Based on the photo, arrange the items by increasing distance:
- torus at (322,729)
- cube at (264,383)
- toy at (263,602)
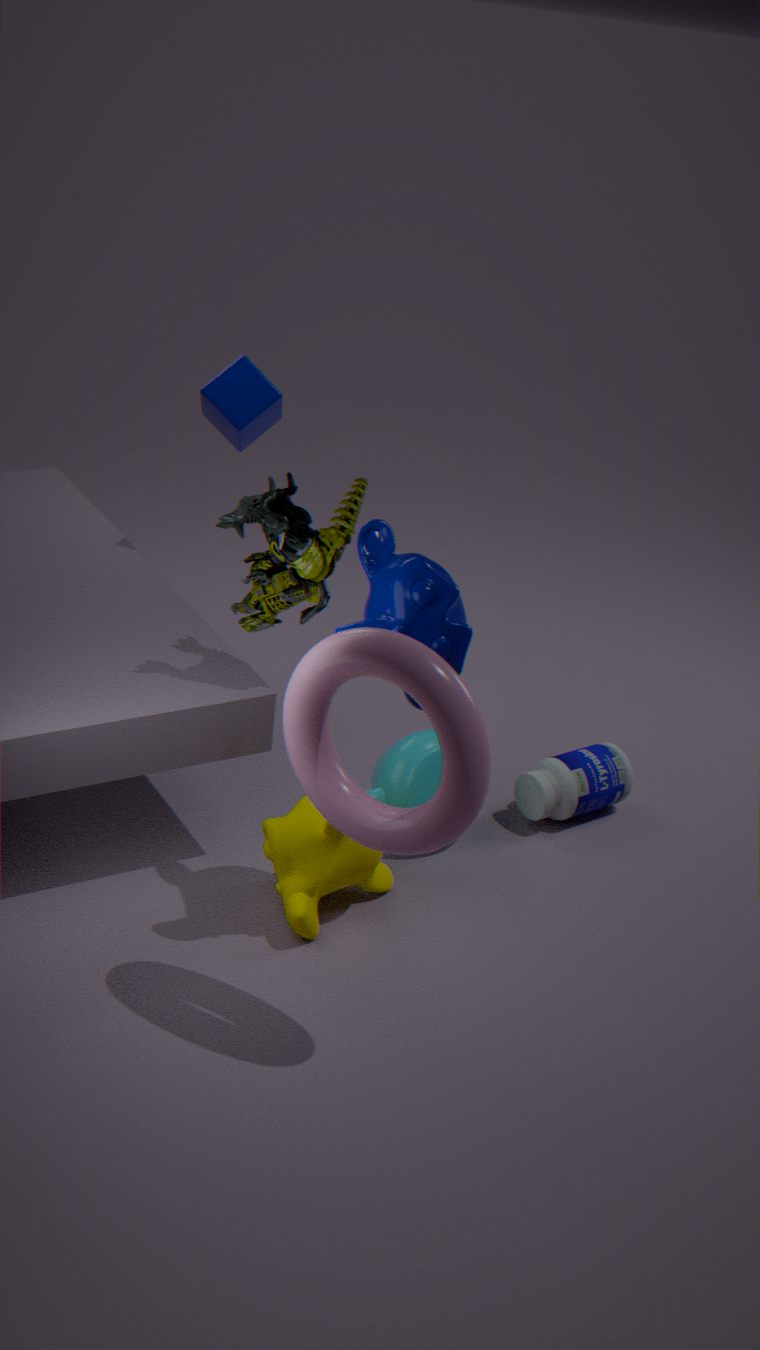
torus at (322,729)
toy at (263,602)
cube at (264,383)
